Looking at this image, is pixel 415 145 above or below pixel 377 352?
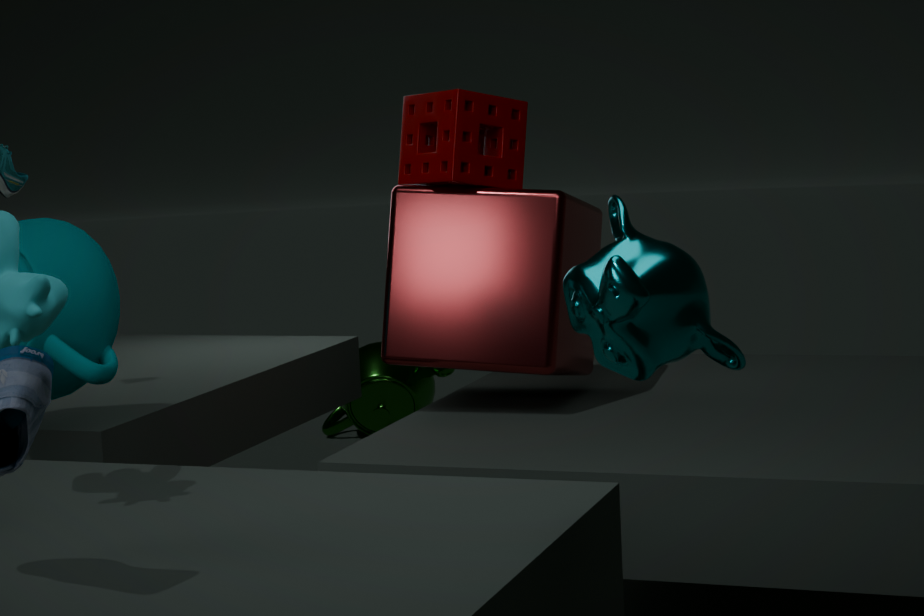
above
